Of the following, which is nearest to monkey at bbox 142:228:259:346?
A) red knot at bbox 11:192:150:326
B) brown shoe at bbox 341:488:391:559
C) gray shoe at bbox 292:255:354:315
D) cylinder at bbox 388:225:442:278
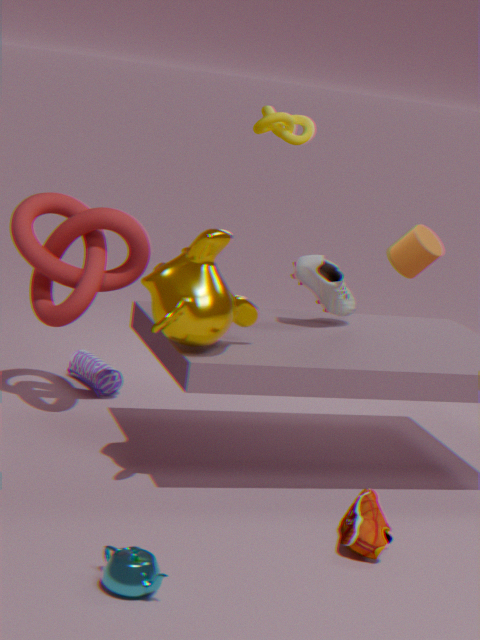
gray shoe at bbox 292:255:354:315
